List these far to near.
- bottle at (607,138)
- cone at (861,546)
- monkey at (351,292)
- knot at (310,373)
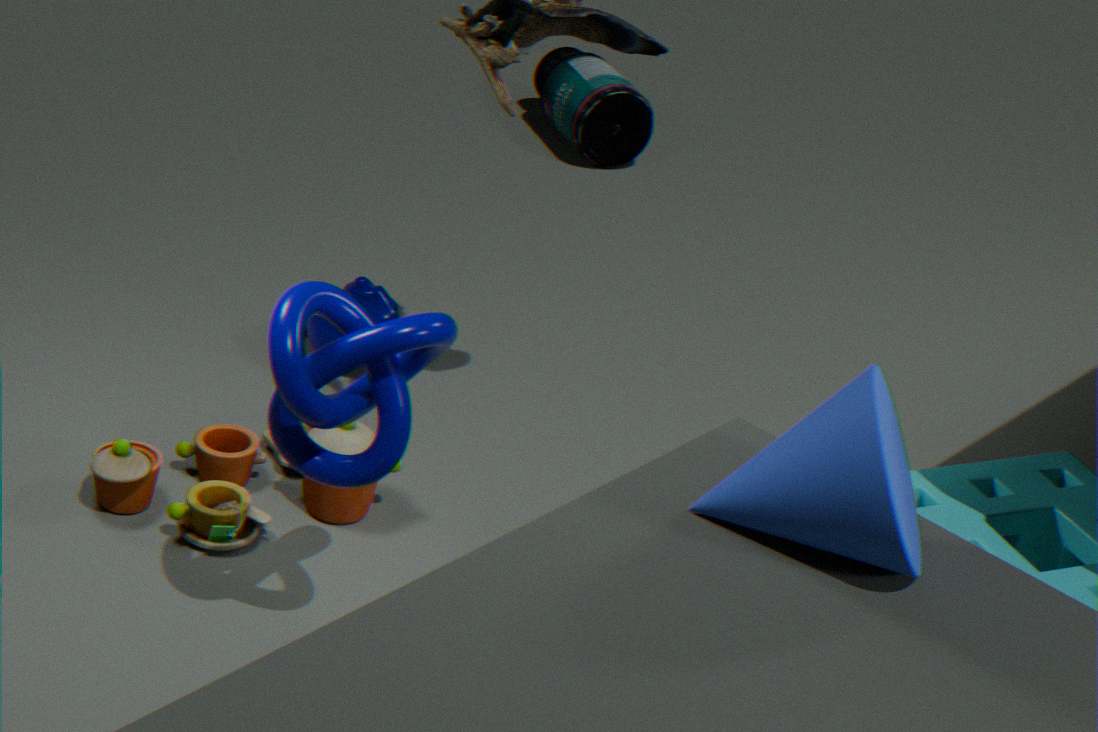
bottle at (607,138)
monkey at (351,292)
knot at (310,373)
cone at (861,546)
